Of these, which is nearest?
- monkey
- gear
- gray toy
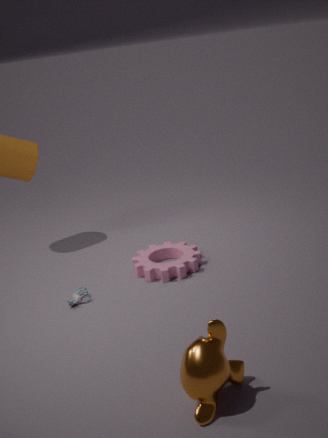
monkey
